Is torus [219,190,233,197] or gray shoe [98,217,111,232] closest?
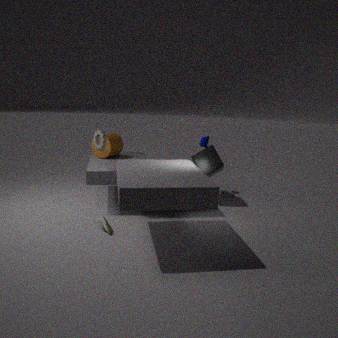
gray shoe [98,217,111,232]
